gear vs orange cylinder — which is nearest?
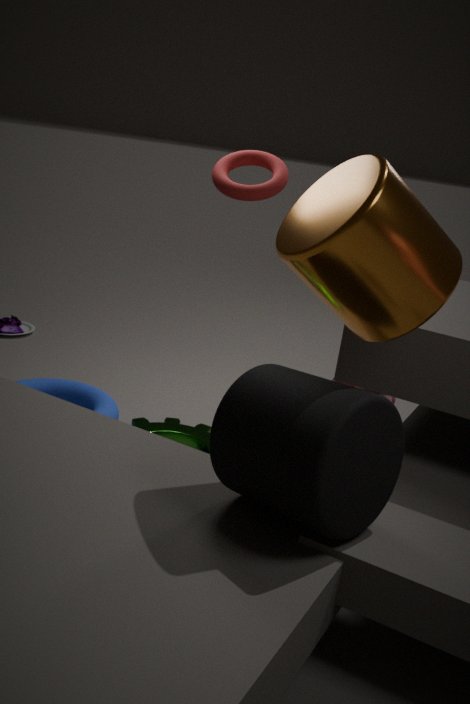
orange cylinder
